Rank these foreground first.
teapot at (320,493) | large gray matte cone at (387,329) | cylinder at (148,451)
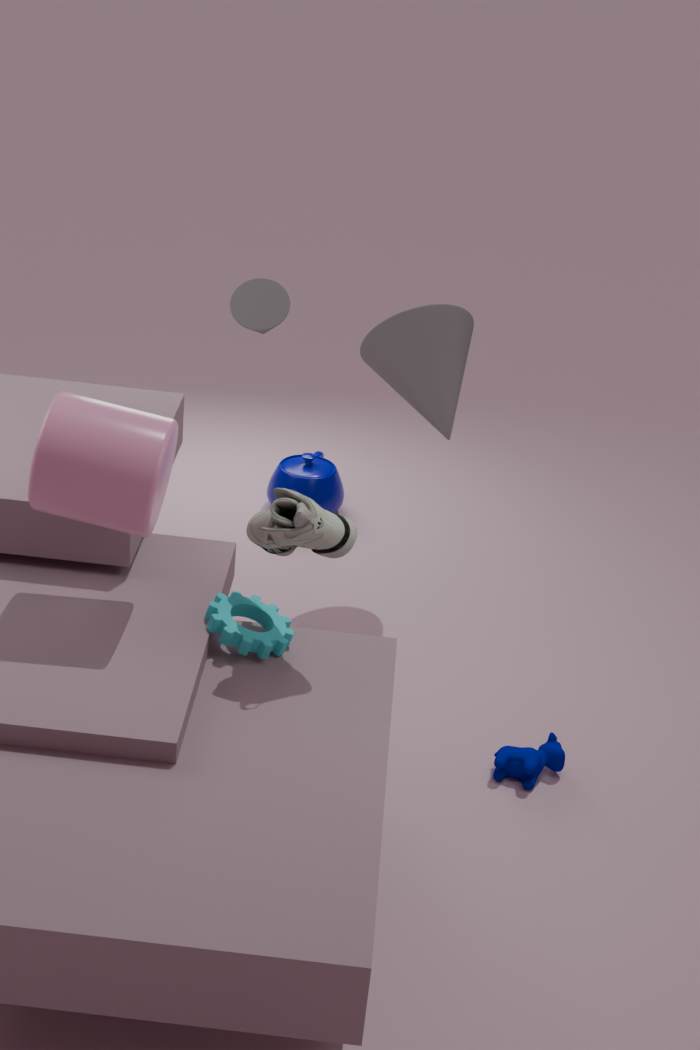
cylinder at (148,451)
large gray matte cone at (387,329)
teapot at (320,493)
